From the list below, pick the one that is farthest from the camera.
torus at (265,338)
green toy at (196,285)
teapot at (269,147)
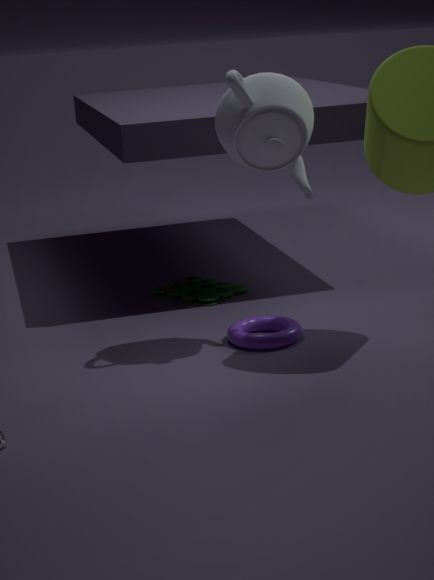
green toy at (196,285)
